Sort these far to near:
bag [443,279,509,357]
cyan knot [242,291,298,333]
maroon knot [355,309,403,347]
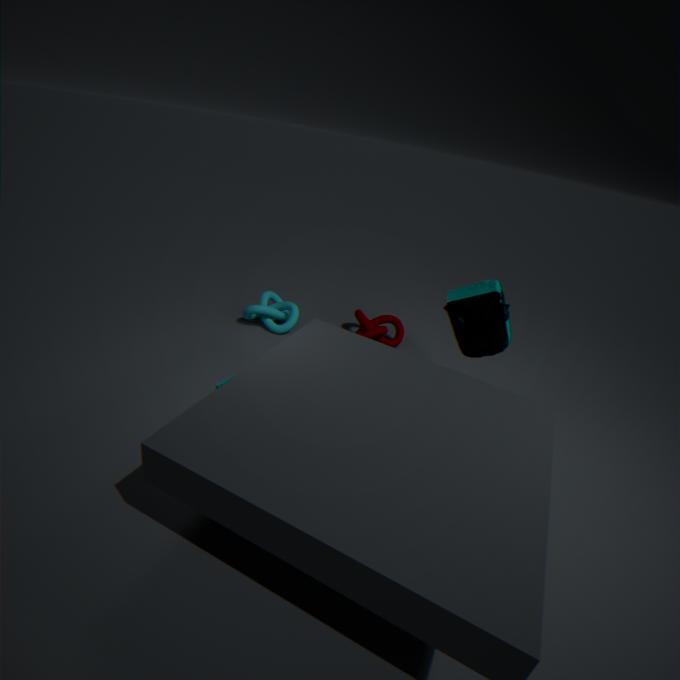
1. cyan knot [242,291,298,333]
2. maroon knot [355,309,403,347]
3. bag [443,279,509,357]
